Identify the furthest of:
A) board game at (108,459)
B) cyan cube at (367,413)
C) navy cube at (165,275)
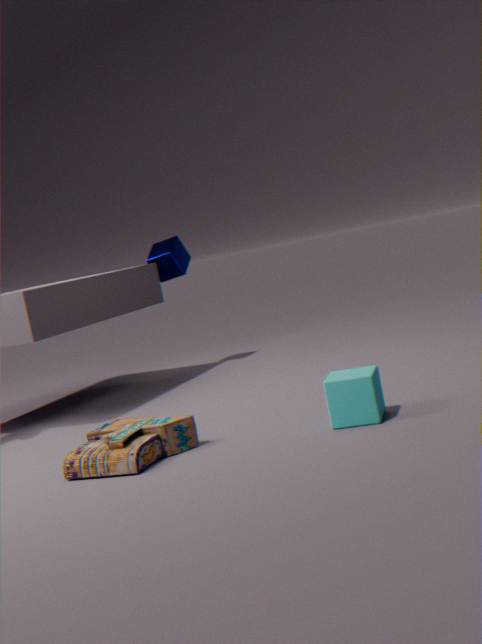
navy cube at (165,275)
